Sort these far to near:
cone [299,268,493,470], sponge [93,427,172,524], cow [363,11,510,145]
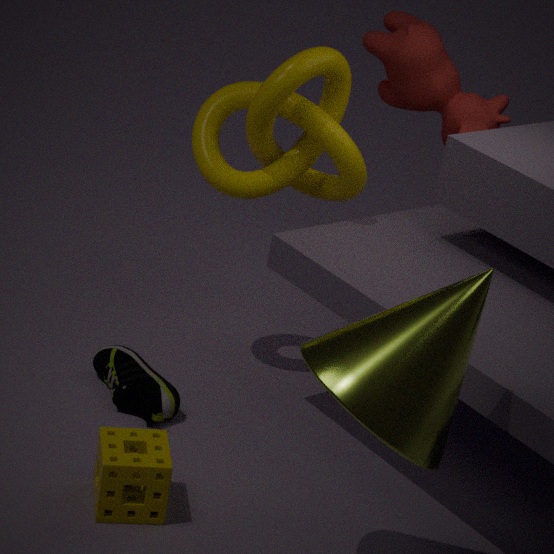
cow [363,11,510,145] → sponge [93,427,172,524] → cone [299,268,493,470]
